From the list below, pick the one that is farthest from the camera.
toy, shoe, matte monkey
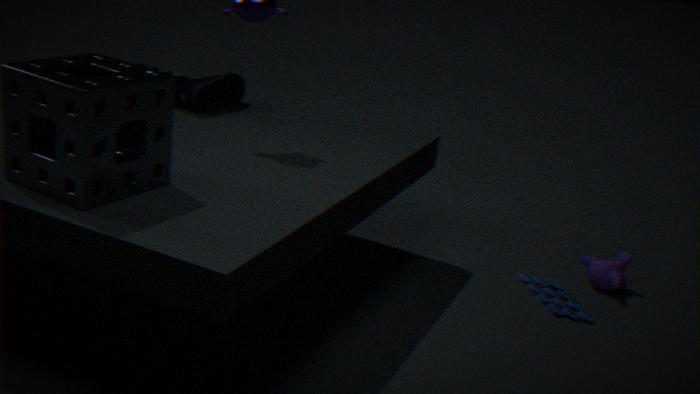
matte monkey
